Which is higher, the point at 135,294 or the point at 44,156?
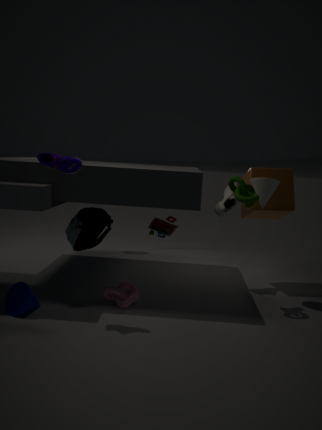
the point at 44,156
